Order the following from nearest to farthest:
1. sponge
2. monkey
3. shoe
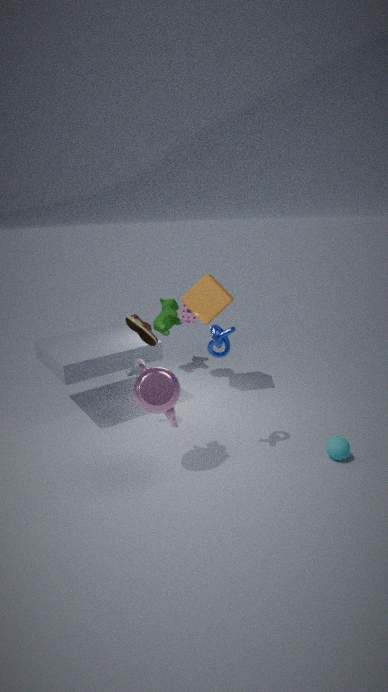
1. shoe
2. monkey
3. sponge
